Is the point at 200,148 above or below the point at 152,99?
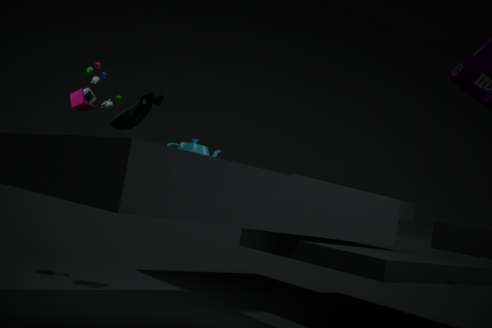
below
